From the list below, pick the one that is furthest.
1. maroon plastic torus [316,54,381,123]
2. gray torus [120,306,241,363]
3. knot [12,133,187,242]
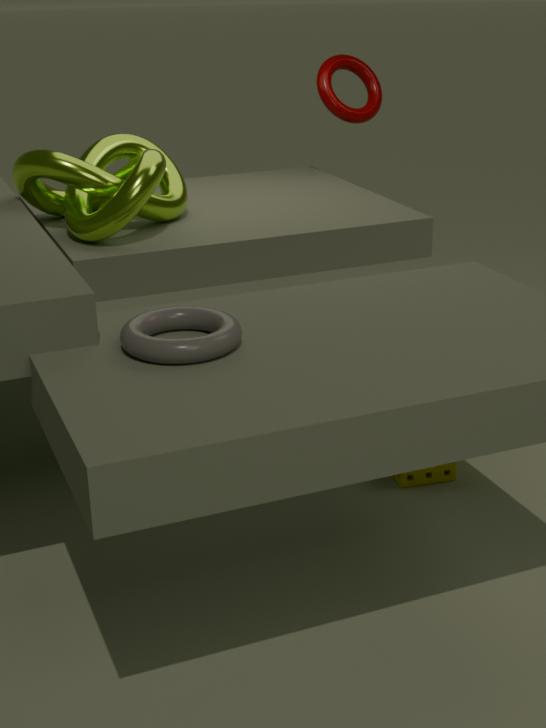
maroon plastic torus [316,54,381,123]
